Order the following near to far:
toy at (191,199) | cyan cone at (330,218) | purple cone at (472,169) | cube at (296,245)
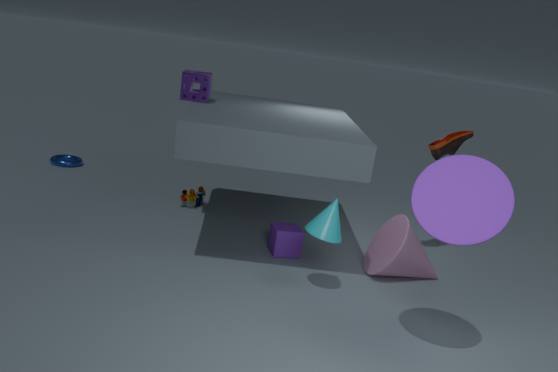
purple cone at (472,169) < cyan cone at (330,218) < cube at (296,245) < toy at (191,199)
